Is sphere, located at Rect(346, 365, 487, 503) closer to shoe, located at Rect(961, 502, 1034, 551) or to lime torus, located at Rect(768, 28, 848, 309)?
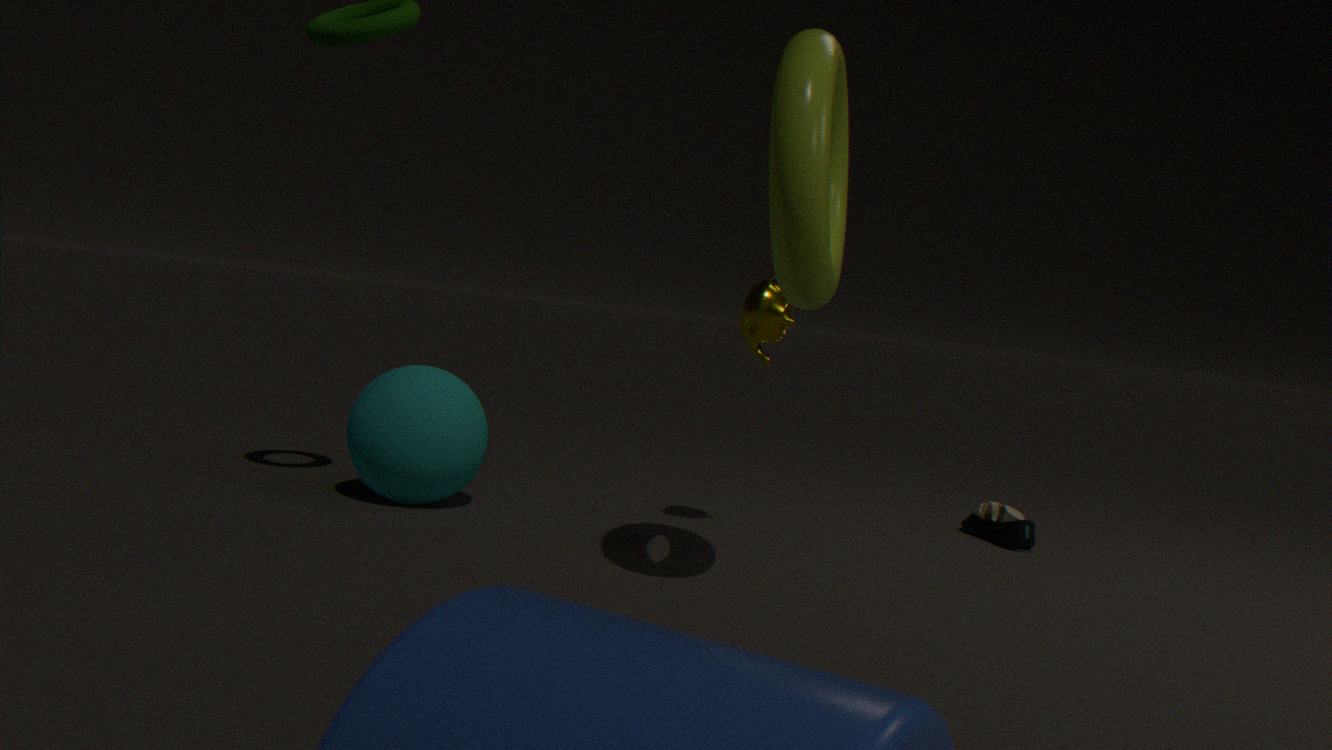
lime torus, located at Rect(768, 28, 848, 309)
